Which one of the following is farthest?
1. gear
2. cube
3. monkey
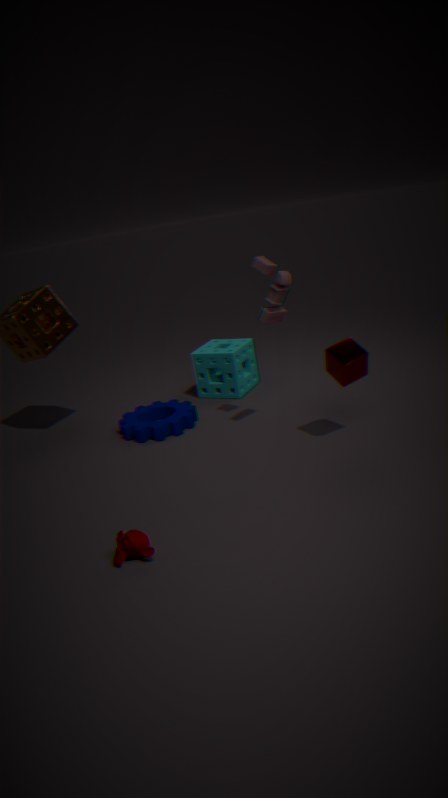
gear
